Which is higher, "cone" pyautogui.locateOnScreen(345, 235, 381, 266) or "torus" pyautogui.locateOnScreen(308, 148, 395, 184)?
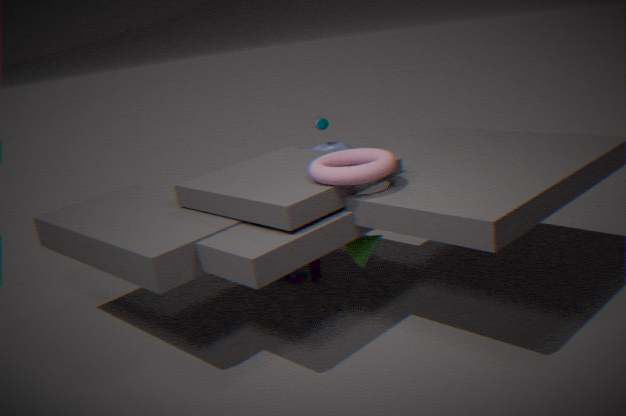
"torus" pyautogui.locateOnScreen(308, 148, 395, 184)
